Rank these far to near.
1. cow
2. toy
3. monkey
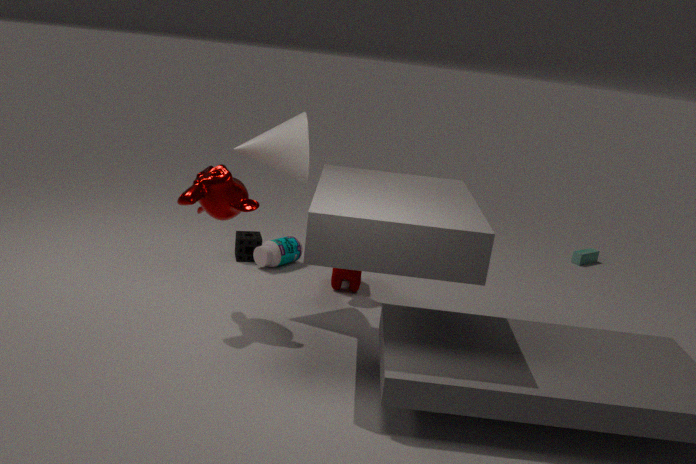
1. toy
2. cow
3. monkey
